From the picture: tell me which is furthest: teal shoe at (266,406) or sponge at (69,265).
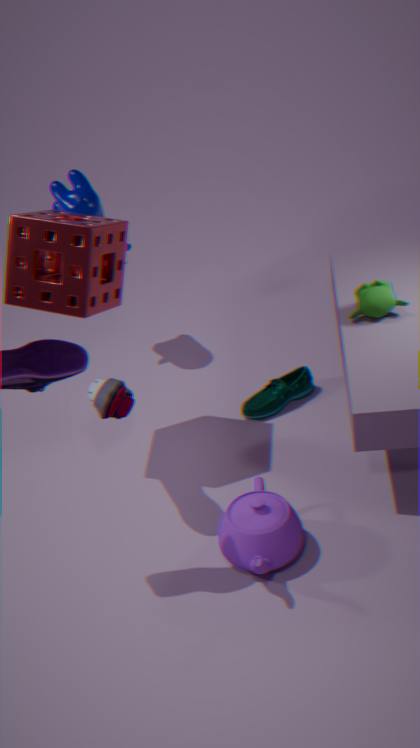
teal shoe at (266,406)
